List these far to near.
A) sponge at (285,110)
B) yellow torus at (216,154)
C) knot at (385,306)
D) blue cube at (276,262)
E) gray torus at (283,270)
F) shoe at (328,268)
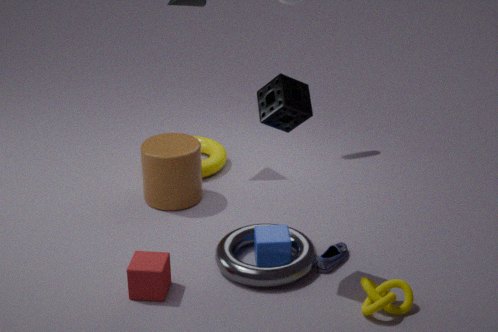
yellow torus at (216,154) < shoe at (328,268) < blue cube at (276,262) < gray torus at (283,270) < knot at (385,306) < sponge at (285,110)
